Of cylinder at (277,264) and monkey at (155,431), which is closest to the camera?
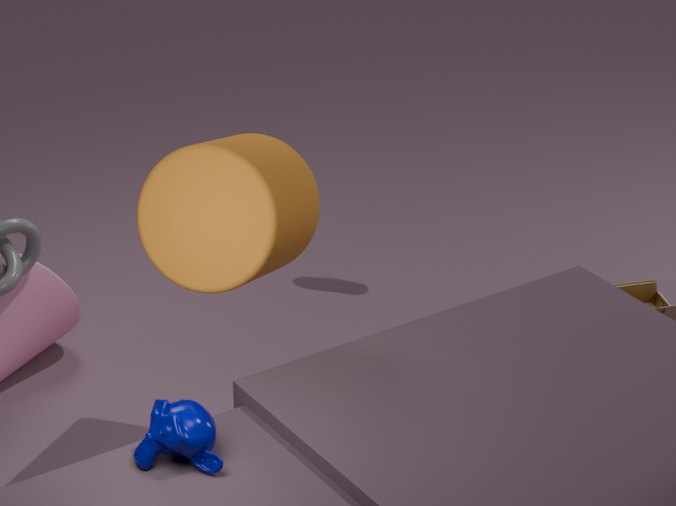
monkey at (155,431)
